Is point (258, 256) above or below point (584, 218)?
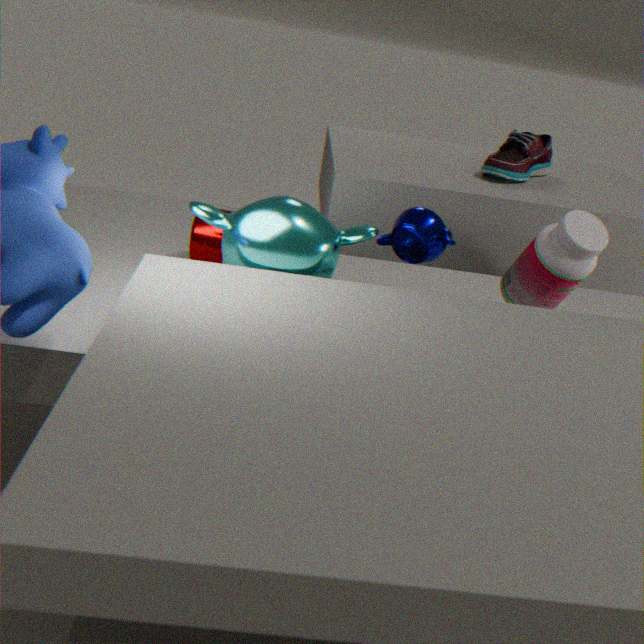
below
